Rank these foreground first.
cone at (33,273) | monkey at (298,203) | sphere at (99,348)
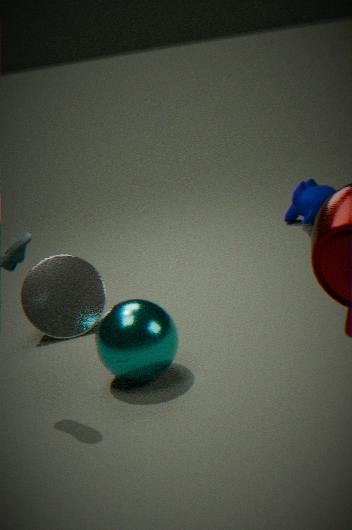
sphere at (99,348) < cone at (33,273) < monkey at (298,203)
